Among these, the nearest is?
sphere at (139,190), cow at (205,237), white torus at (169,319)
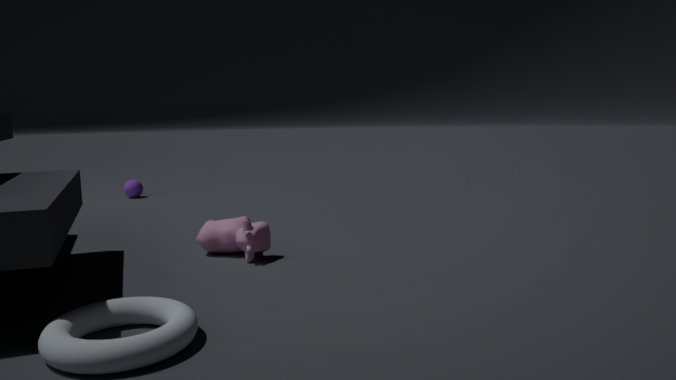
white torus at (169,319)
